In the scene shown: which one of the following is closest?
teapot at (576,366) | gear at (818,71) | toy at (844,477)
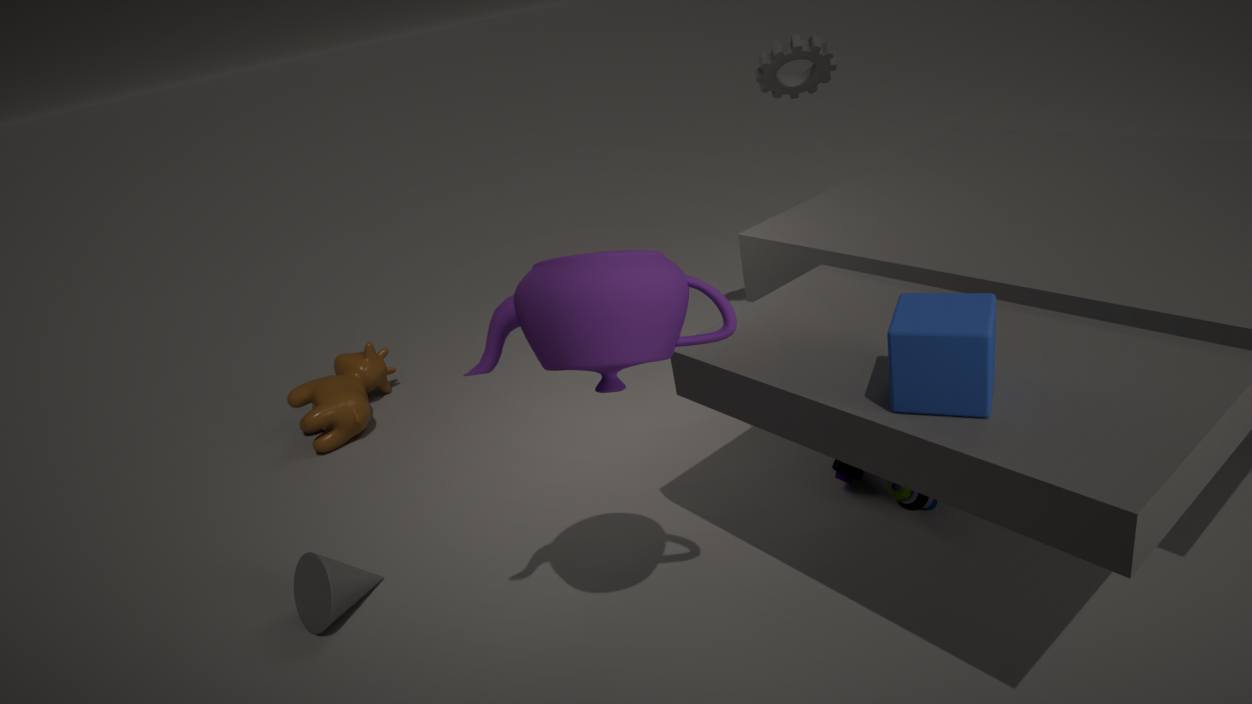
teapot at (576,366)
